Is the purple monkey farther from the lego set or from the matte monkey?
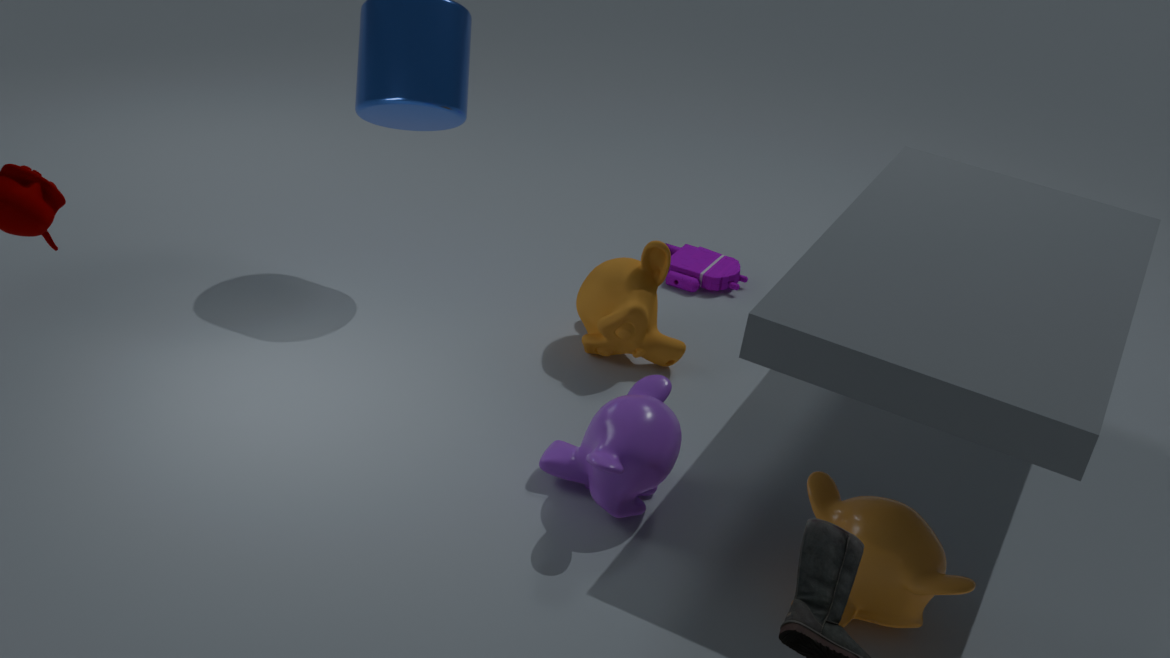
the lego set
